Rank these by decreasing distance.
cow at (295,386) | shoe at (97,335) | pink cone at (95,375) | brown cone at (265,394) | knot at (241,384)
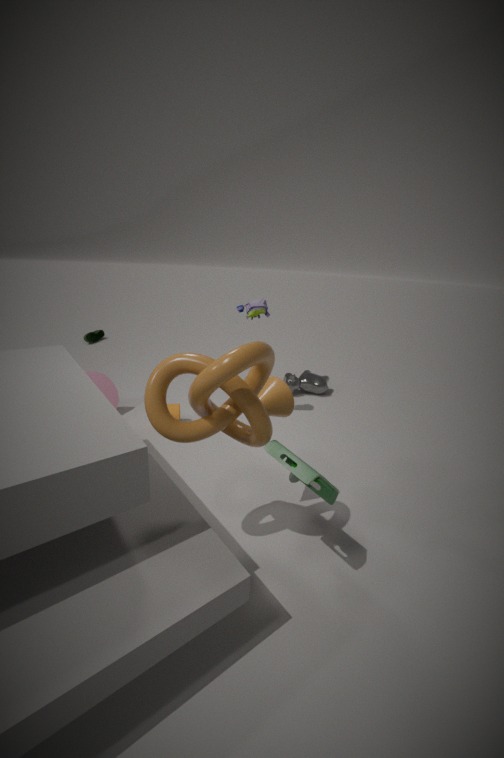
1. shoe at (97,335)
2. cow at (295,386)
3. pink cone at (95,375)
4. brown cone at (265,394)
5. knot at (241,384)
